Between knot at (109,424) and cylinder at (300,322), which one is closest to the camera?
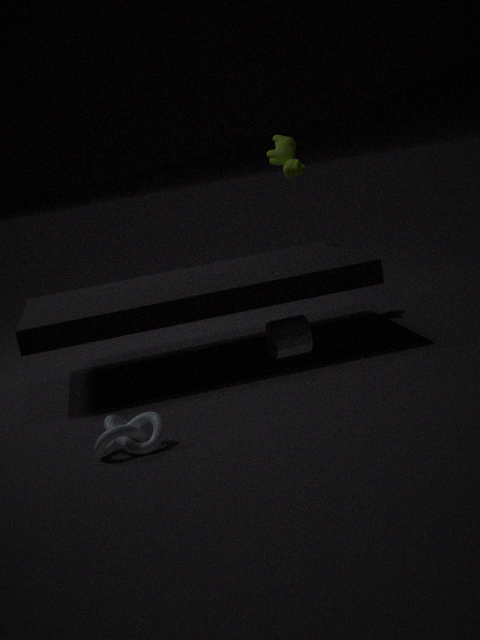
knot at (109,424)
